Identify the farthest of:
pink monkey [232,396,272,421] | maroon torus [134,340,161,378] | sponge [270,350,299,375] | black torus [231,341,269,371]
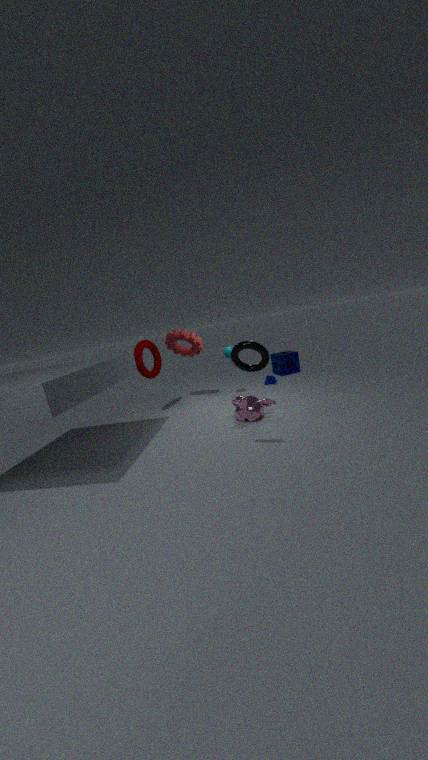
sponge [270,350,299,375]
